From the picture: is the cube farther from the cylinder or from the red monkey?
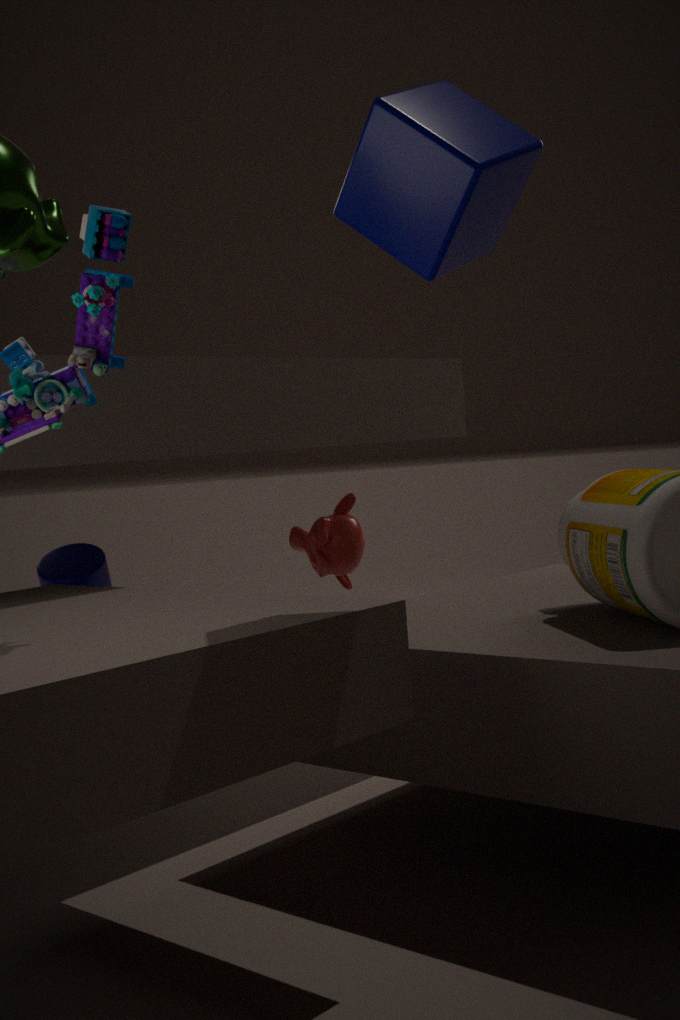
the cylinder
